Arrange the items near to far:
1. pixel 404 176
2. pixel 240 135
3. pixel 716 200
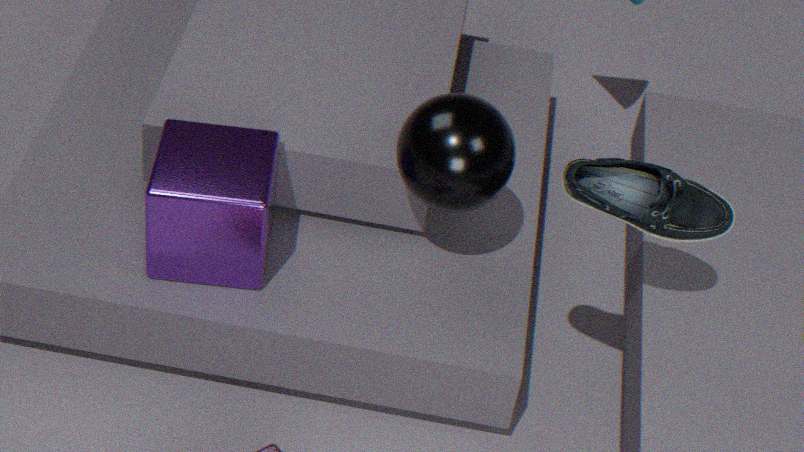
pixel 716 200 → pixel 404 176 → pixel 240 135
